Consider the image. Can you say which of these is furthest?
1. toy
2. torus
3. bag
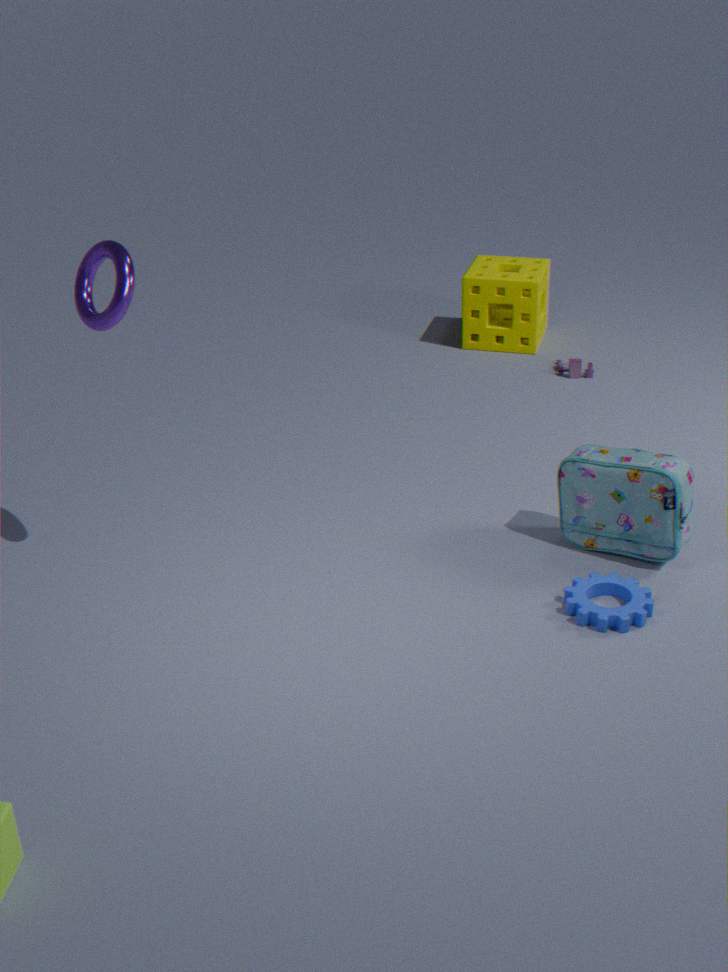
toy
